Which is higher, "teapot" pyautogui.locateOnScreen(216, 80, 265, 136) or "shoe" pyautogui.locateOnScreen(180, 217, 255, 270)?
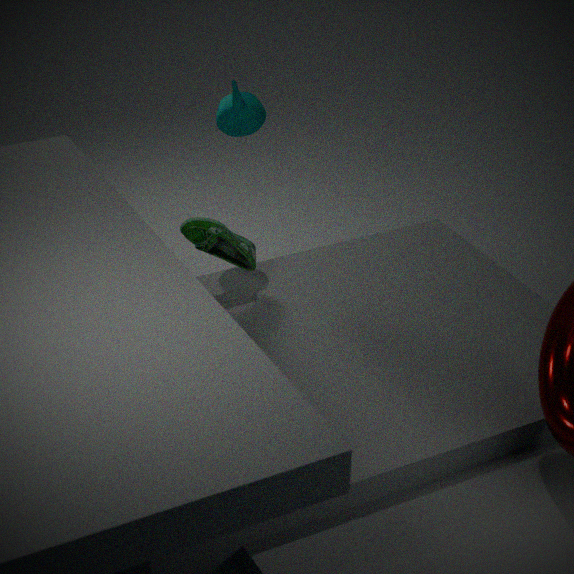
"teapot" pyautogui.locateOnScreen(216, 80, 265, 136)
